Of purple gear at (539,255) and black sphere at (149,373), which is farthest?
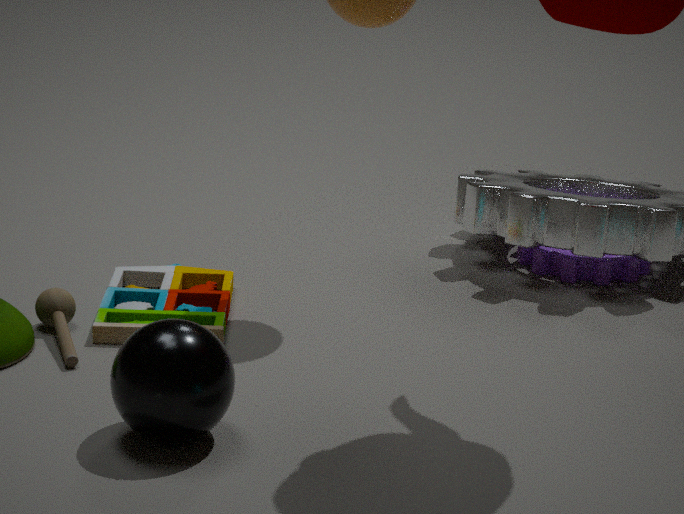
purple gear at (539,255)
